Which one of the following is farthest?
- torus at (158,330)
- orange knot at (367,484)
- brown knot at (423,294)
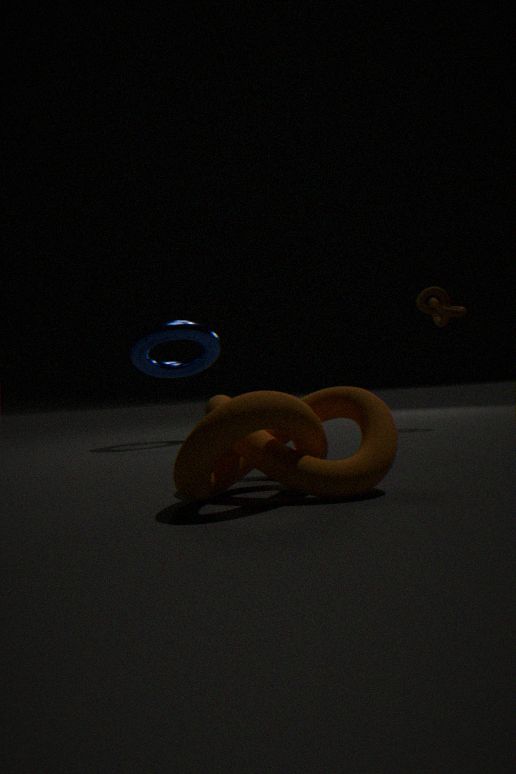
torus at (158,330)
